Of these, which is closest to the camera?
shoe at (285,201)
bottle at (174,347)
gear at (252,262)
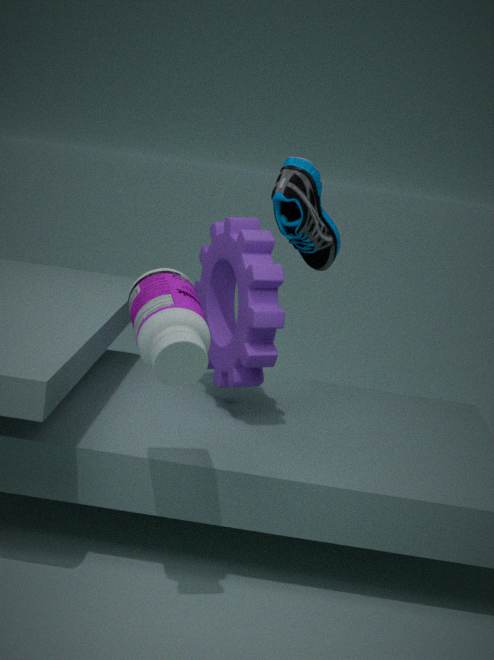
bottle at (174,347)
